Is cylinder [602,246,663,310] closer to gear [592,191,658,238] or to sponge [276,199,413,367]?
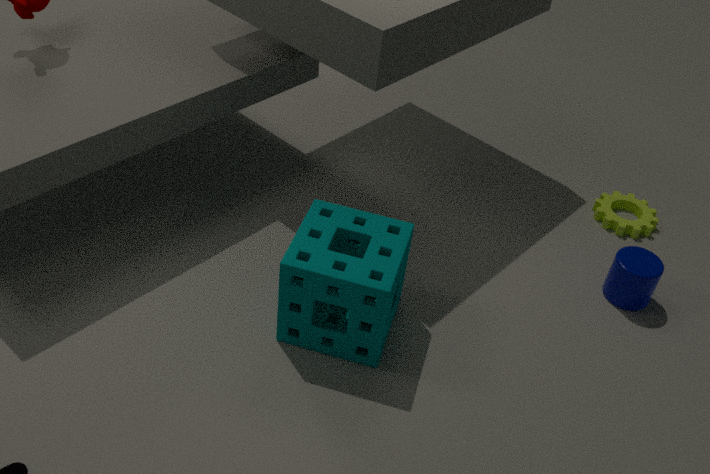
gear [592,191,658,238]
